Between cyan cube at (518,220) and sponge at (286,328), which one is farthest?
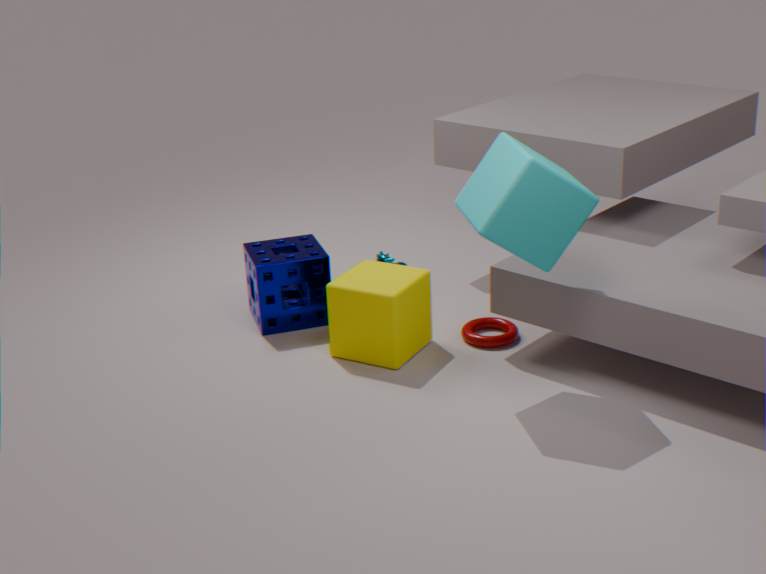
sponge at (286,328)
